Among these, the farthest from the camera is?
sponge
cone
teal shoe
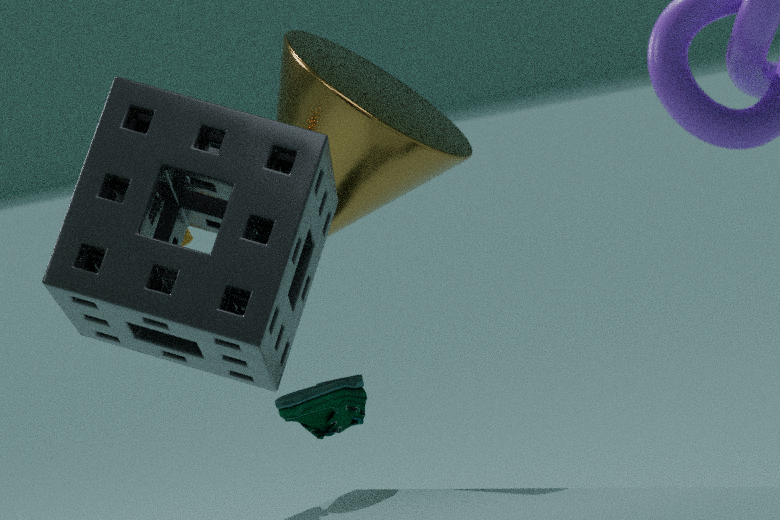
teal shoe
